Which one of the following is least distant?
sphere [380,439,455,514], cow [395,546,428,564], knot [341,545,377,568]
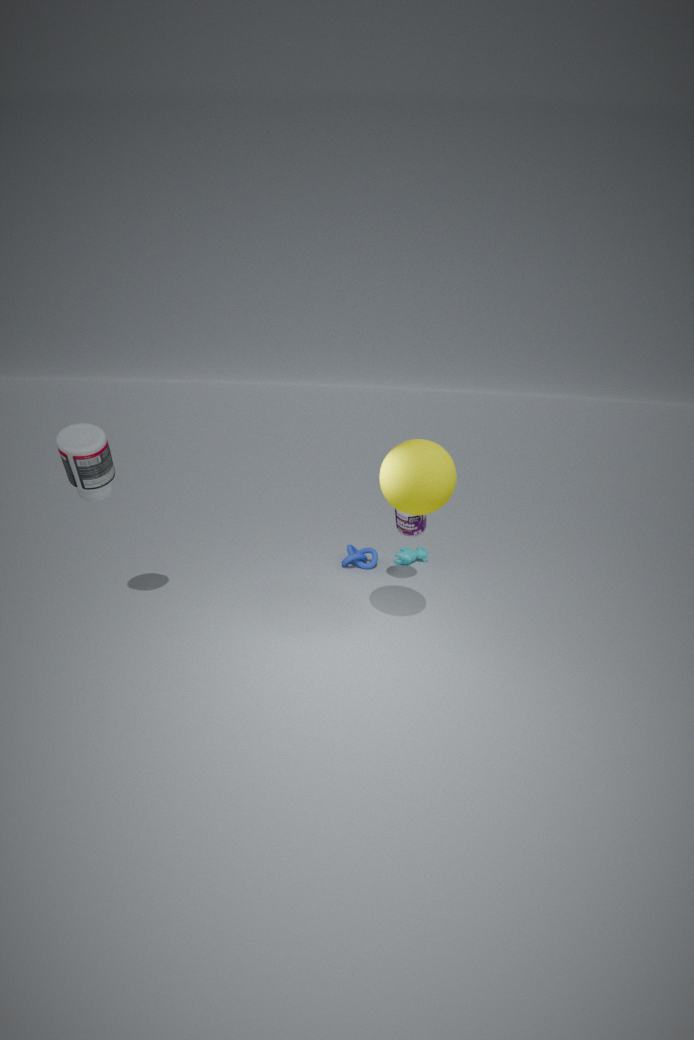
sphere [380,439,455,514]
